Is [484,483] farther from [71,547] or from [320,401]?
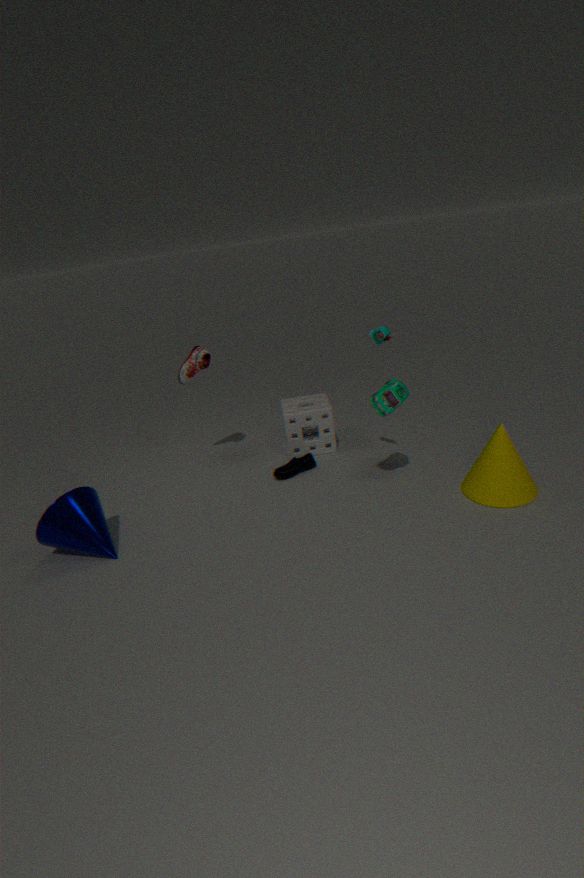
[71,547]
